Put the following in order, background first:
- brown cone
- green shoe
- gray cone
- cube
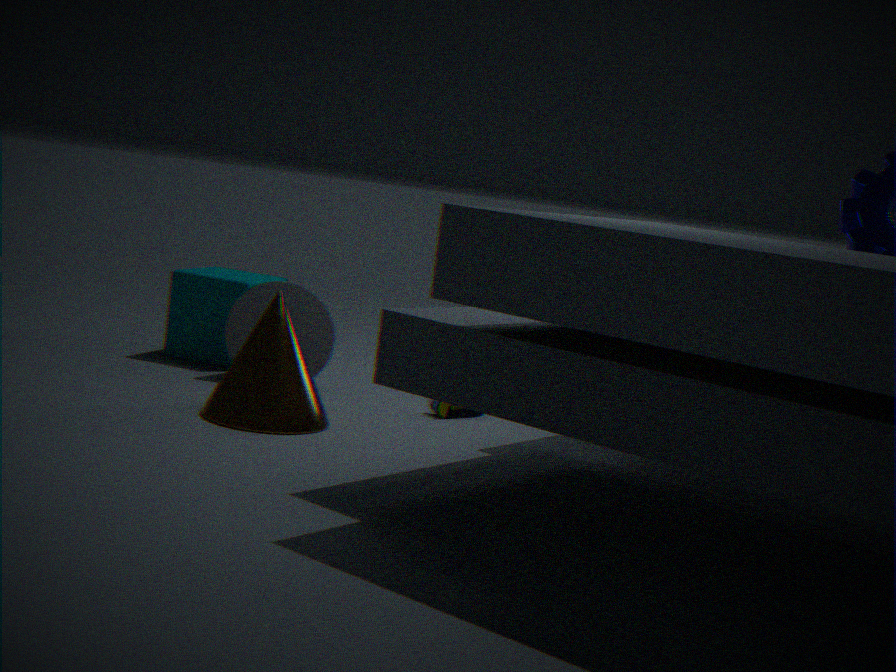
cube
gray cone
green shoe
brown cone
